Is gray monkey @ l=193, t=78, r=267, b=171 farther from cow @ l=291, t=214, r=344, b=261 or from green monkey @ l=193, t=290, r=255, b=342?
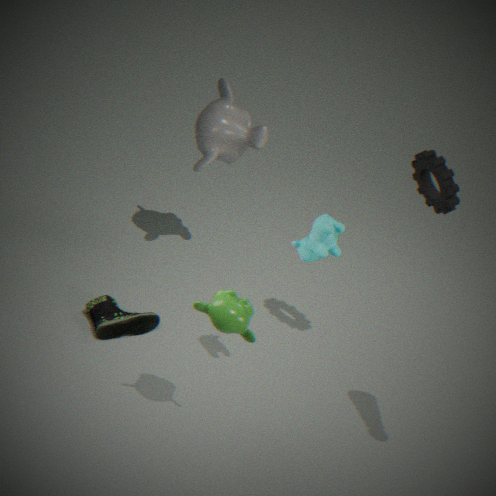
green monkey @ l=193, t=290, r=255, b=342
